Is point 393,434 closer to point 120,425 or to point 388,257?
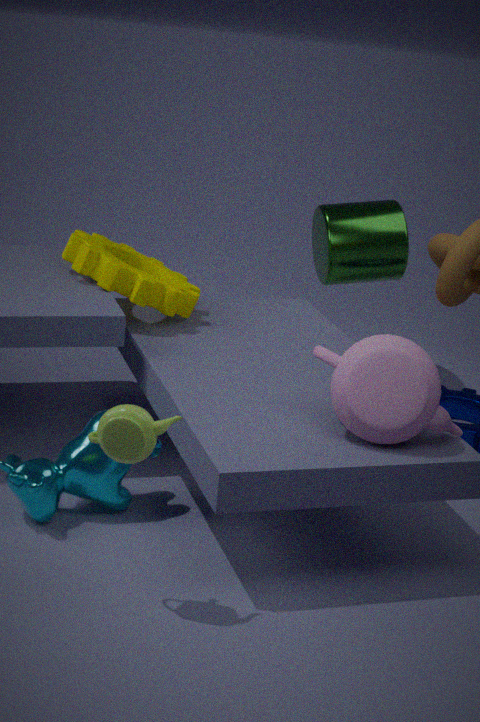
point 120,425
